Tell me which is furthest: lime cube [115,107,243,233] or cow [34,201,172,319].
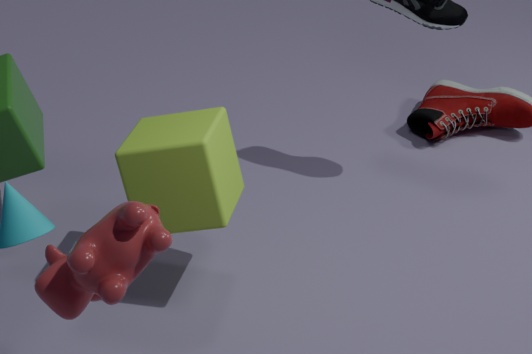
lime cube [115,107,243,233]
